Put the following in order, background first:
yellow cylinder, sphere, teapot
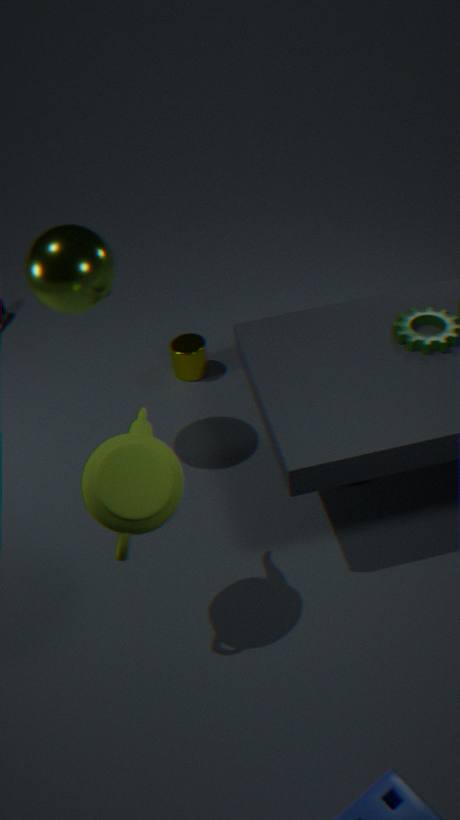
yellow cylinder, sphere, teapot
